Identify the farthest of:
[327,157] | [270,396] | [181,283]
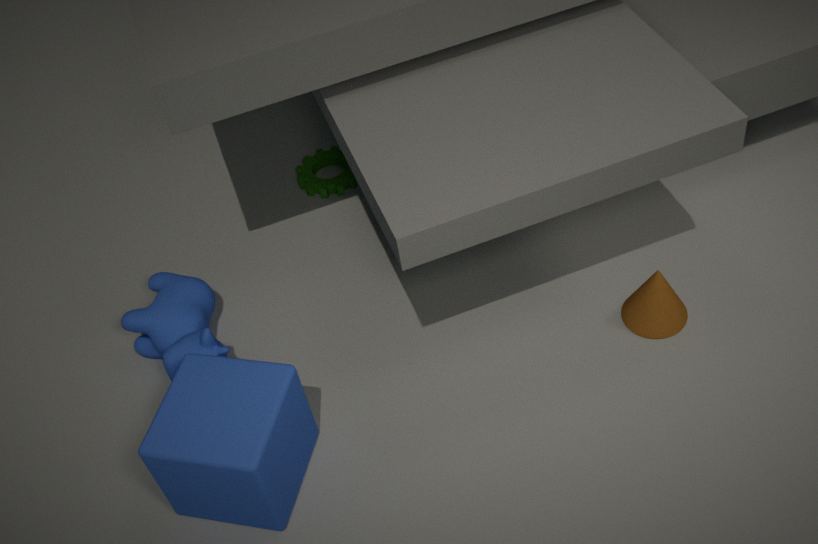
[327,157]
